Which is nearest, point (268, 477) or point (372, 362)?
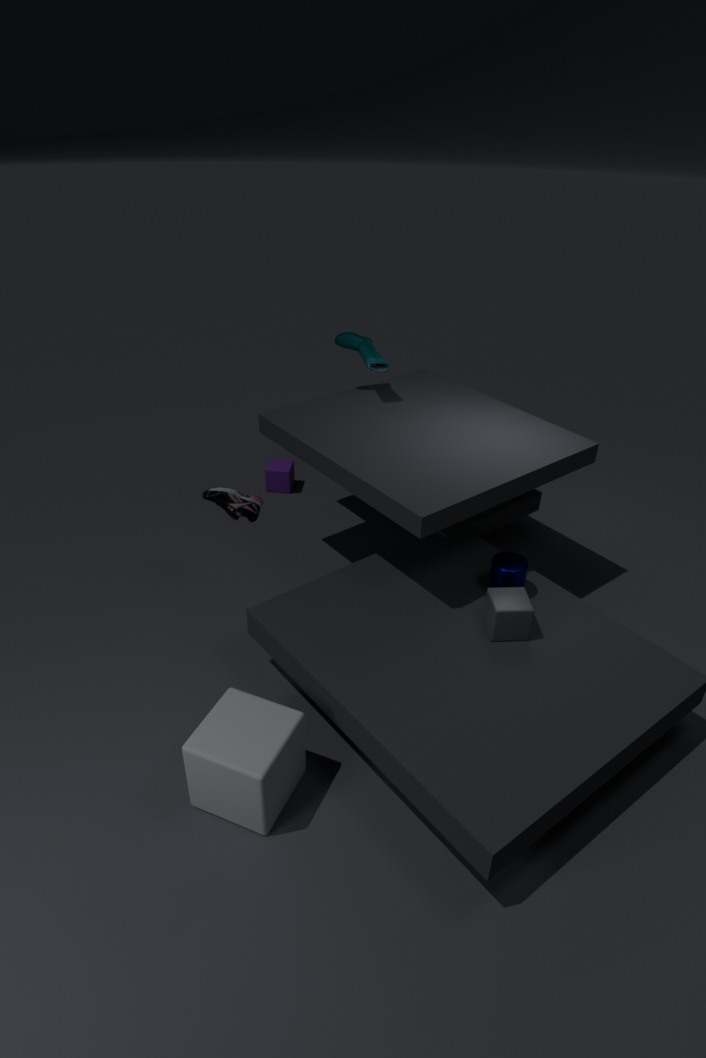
point (372, 362)
